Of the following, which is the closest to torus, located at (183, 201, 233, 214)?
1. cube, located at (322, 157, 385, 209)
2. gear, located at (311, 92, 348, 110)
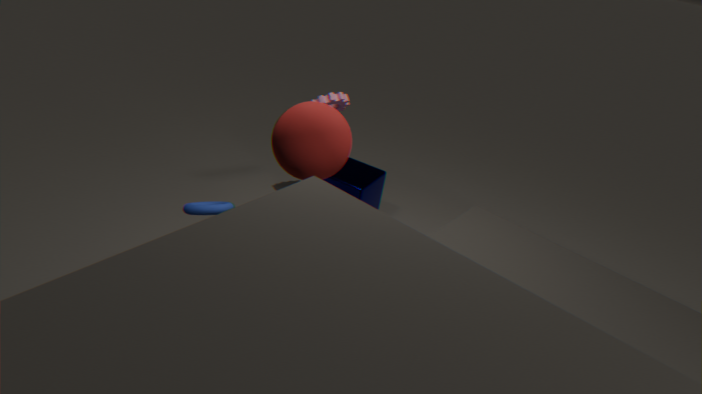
cube, located at (322, 157, 385, 209)
